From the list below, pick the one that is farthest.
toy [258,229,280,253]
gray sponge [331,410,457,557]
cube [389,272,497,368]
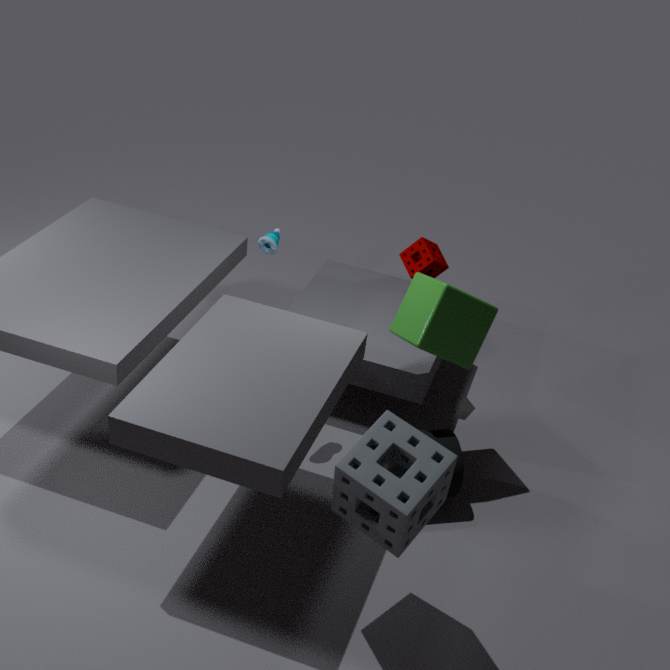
toy [258,229,280,253]
